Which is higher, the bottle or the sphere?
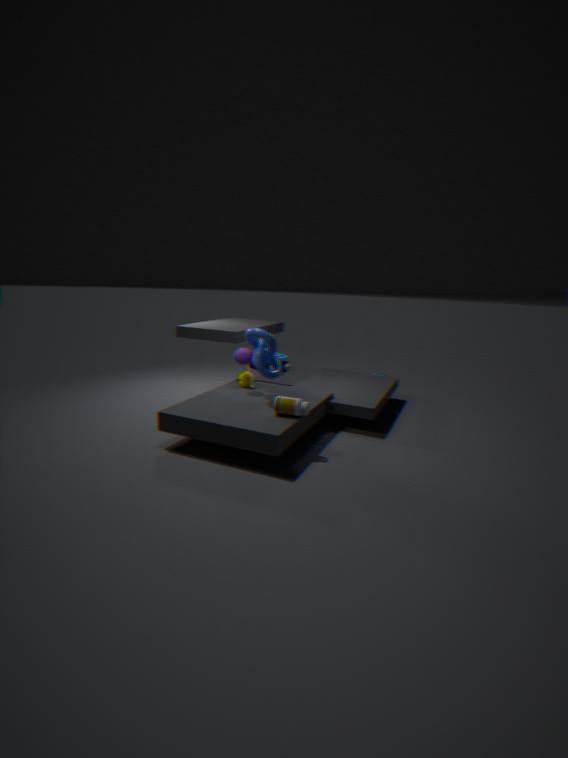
the sphere
